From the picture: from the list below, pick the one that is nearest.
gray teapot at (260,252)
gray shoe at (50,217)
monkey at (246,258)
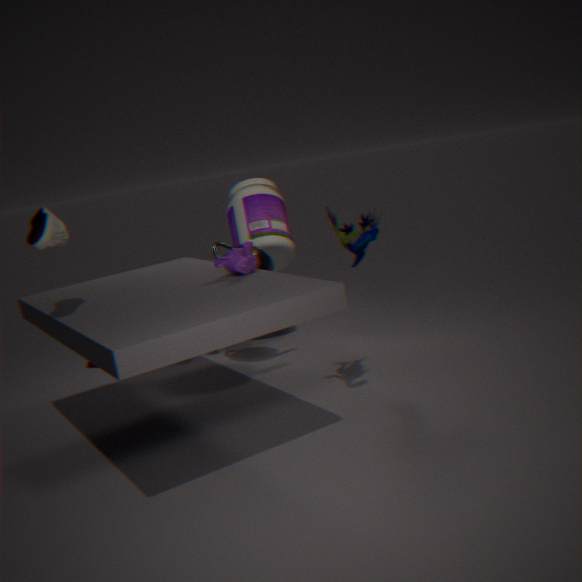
gray shoe at (50,217)
